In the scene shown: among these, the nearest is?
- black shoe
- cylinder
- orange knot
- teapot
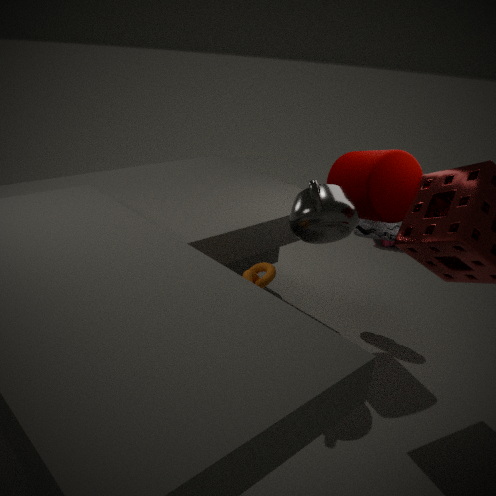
orange knot
